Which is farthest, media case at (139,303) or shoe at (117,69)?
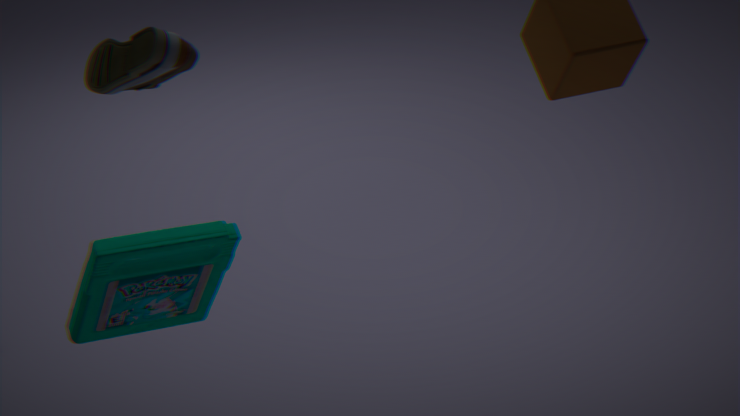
media case at (139,303)
